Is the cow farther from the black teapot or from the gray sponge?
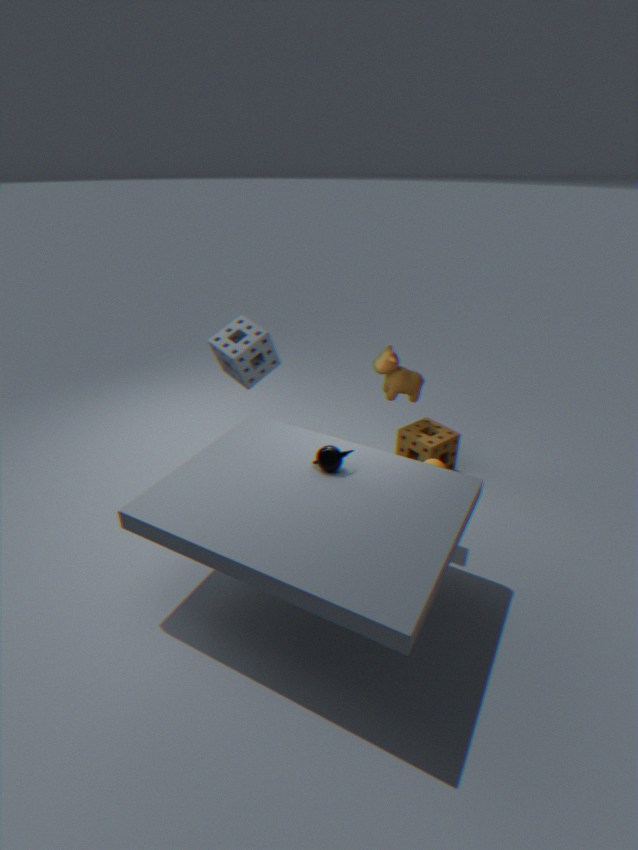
the black teapot
